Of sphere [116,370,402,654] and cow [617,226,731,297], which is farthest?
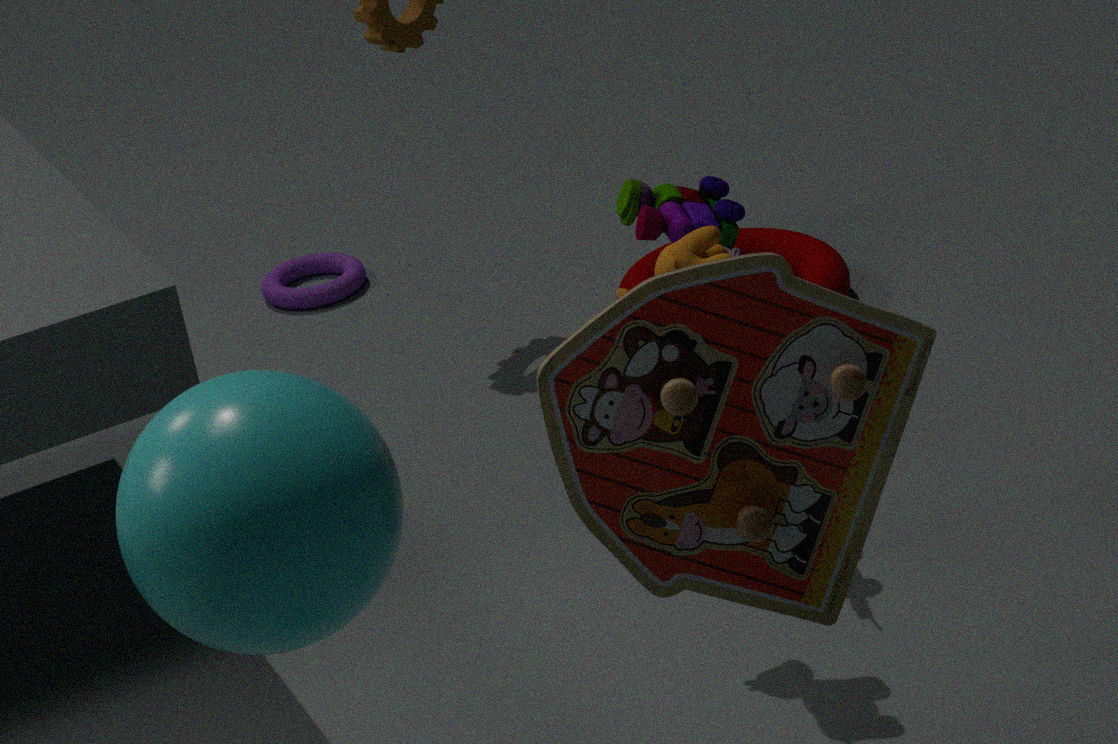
cow [617,226,731,297]
